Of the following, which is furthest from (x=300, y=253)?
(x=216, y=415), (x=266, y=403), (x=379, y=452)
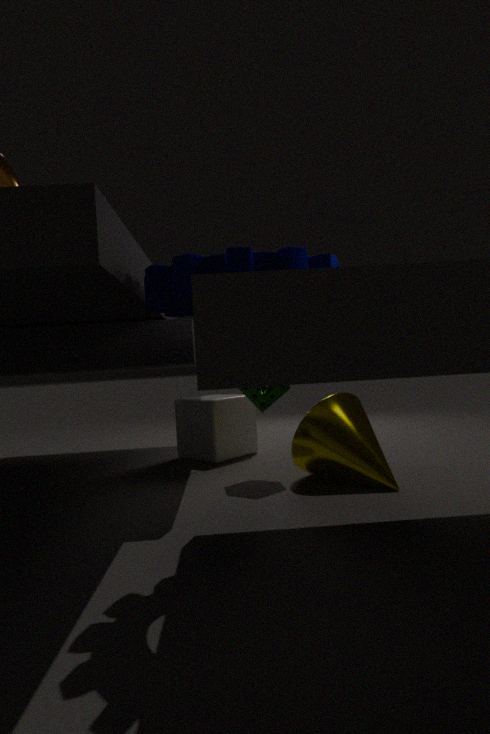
(x=216, y=415)
